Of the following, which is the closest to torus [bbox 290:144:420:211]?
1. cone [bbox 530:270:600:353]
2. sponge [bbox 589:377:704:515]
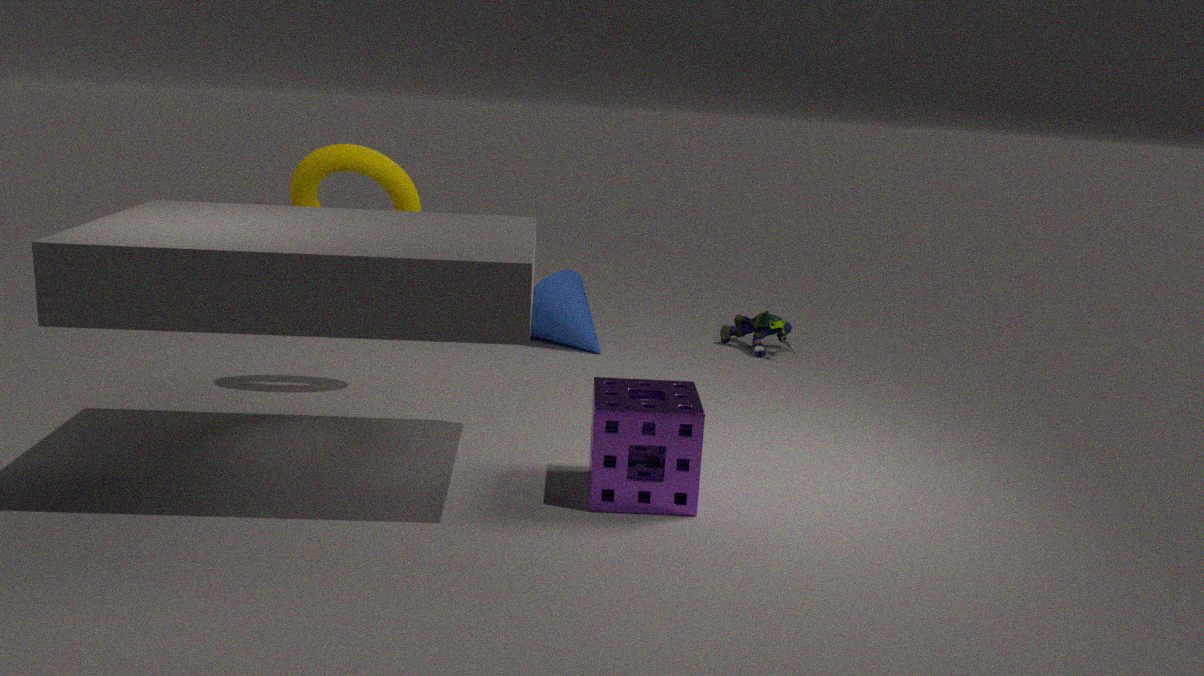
cone [bbox 530:270:600:353]
